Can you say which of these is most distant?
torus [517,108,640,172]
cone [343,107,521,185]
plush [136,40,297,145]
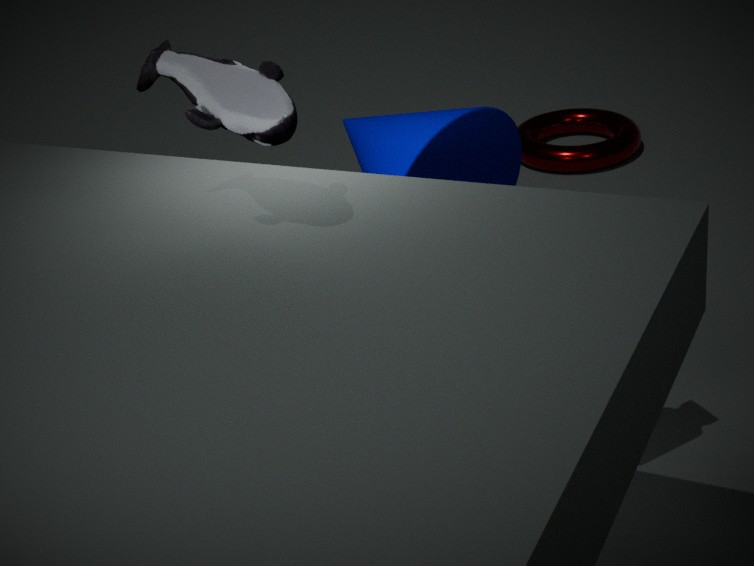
torus [517,108,640,172]
